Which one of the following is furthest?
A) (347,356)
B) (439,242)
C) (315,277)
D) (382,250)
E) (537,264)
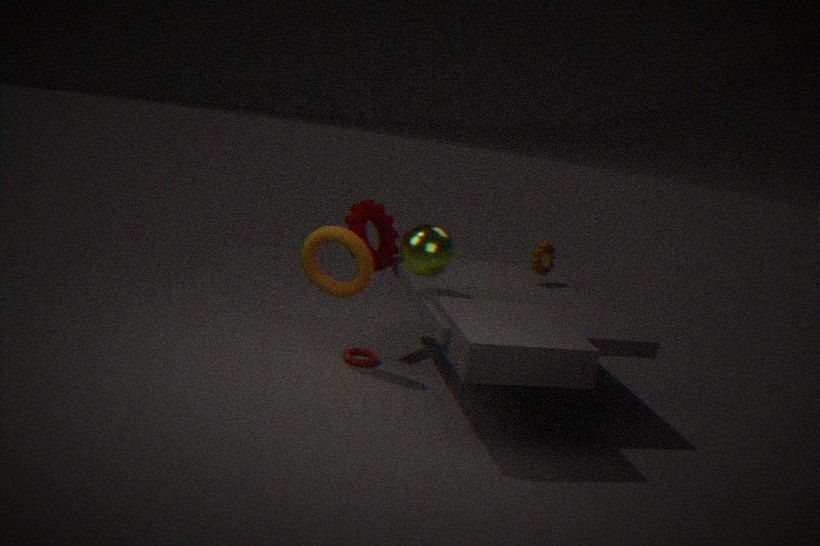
(382,250)
